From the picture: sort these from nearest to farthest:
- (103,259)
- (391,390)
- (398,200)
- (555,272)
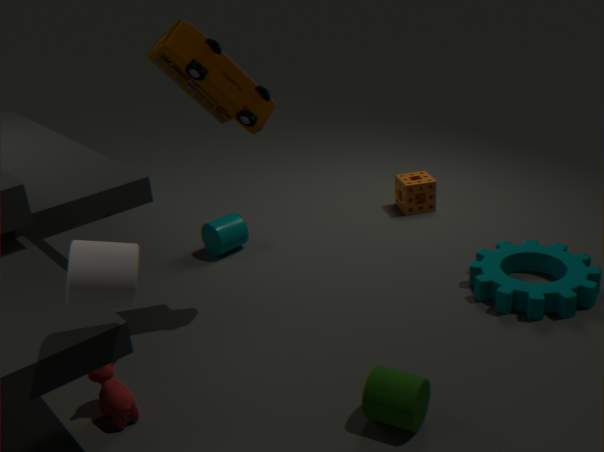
(103,259) → (391,390) → (555,272) → (398,200)
